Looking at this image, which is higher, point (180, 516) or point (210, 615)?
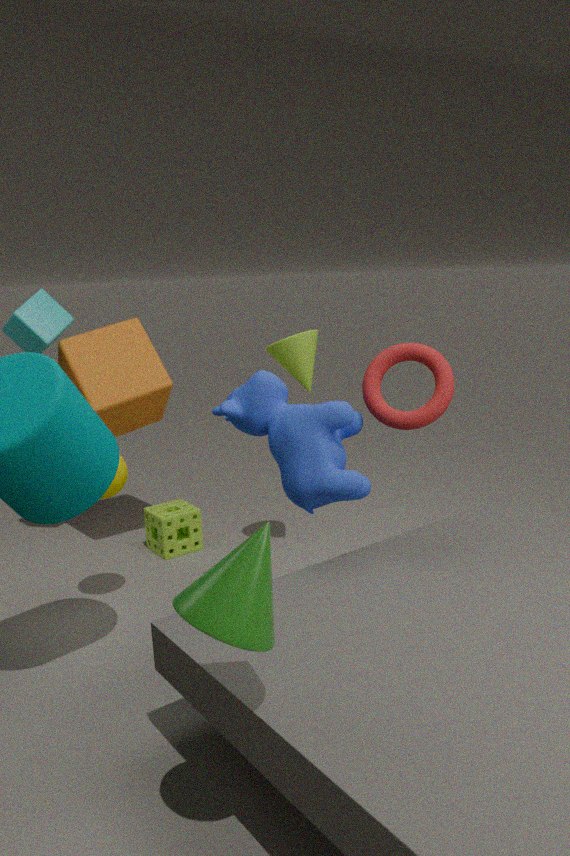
point (210, 615)
